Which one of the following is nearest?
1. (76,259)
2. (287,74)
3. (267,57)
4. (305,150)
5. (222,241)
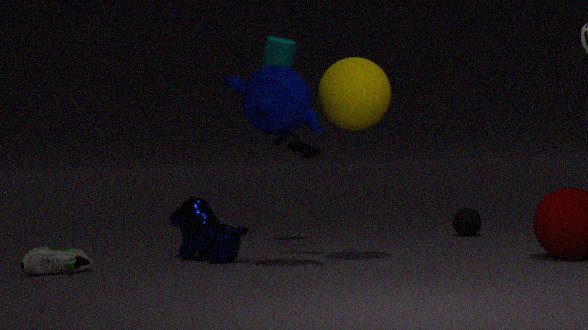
(287,74)
